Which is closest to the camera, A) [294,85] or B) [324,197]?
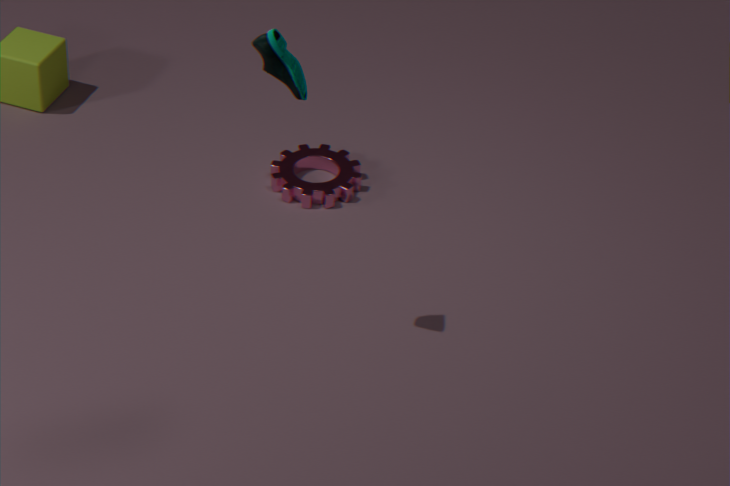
A. [294,85]
